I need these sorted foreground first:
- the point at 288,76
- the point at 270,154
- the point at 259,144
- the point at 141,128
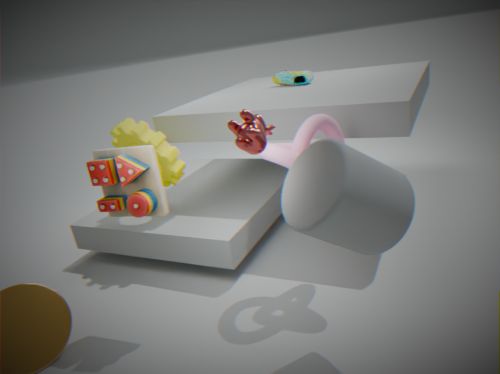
the point at 259,144 < the point at 270,154 < the point at 141,128 < the point at 288,76
